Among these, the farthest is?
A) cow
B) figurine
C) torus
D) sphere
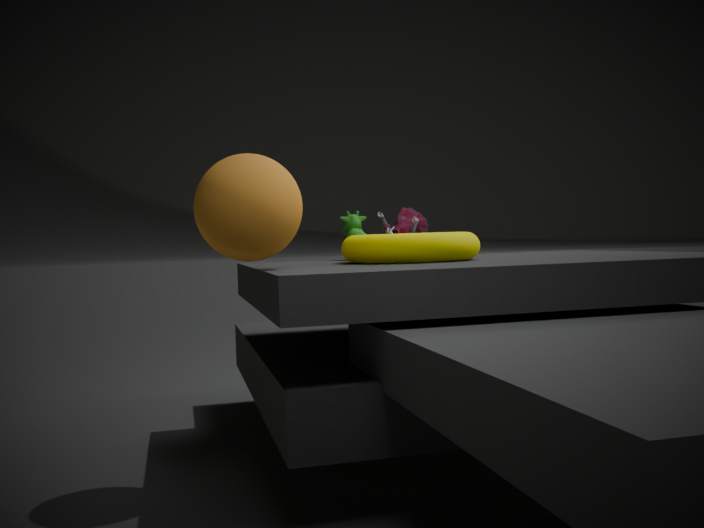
figurine
